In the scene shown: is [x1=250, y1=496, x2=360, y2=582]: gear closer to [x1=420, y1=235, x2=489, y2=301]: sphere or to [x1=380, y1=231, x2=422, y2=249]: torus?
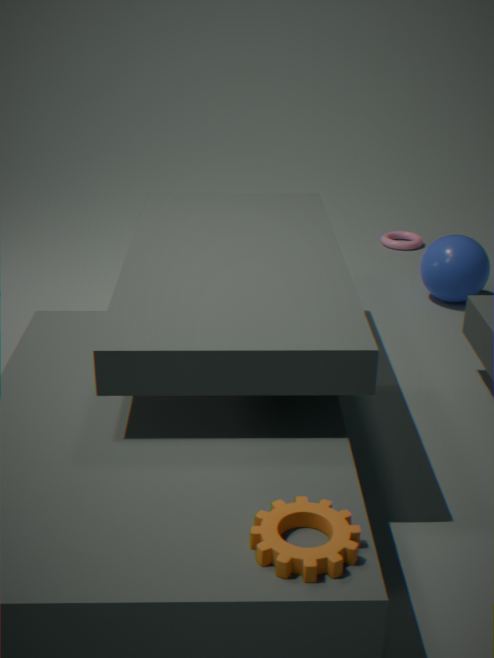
[x1=420, y1=235, x2=489, y2=301]: sphere
